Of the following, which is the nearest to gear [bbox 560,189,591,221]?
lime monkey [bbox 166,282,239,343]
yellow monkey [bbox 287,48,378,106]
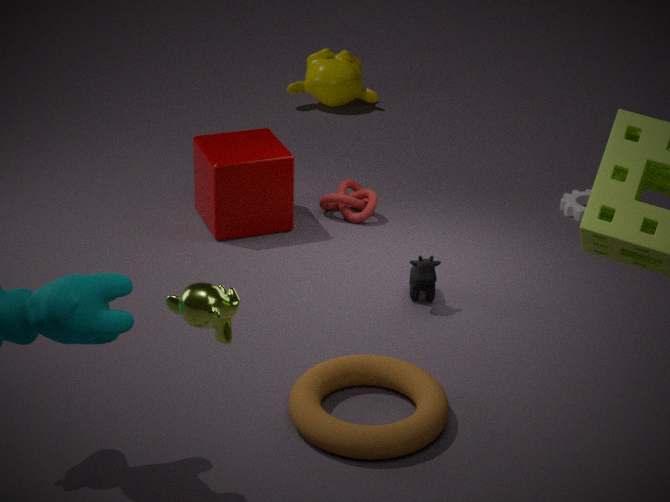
yellow monkey [bbox 287,48,378,106]
